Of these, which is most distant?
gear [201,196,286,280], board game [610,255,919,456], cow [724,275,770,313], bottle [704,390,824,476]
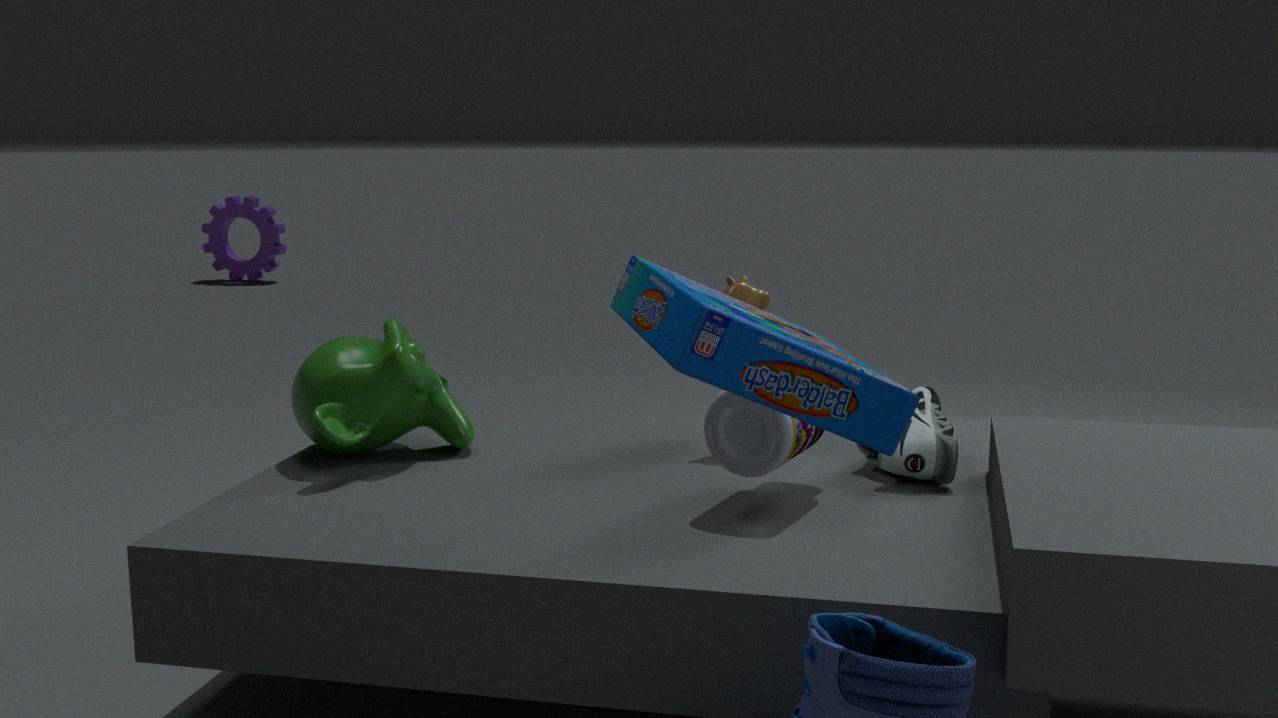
gear [201,196,286,280]
